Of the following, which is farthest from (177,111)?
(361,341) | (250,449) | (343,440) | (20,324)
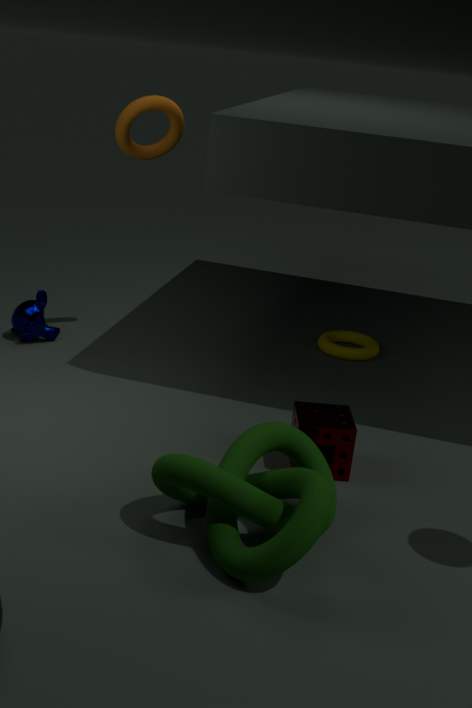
(250,449)
